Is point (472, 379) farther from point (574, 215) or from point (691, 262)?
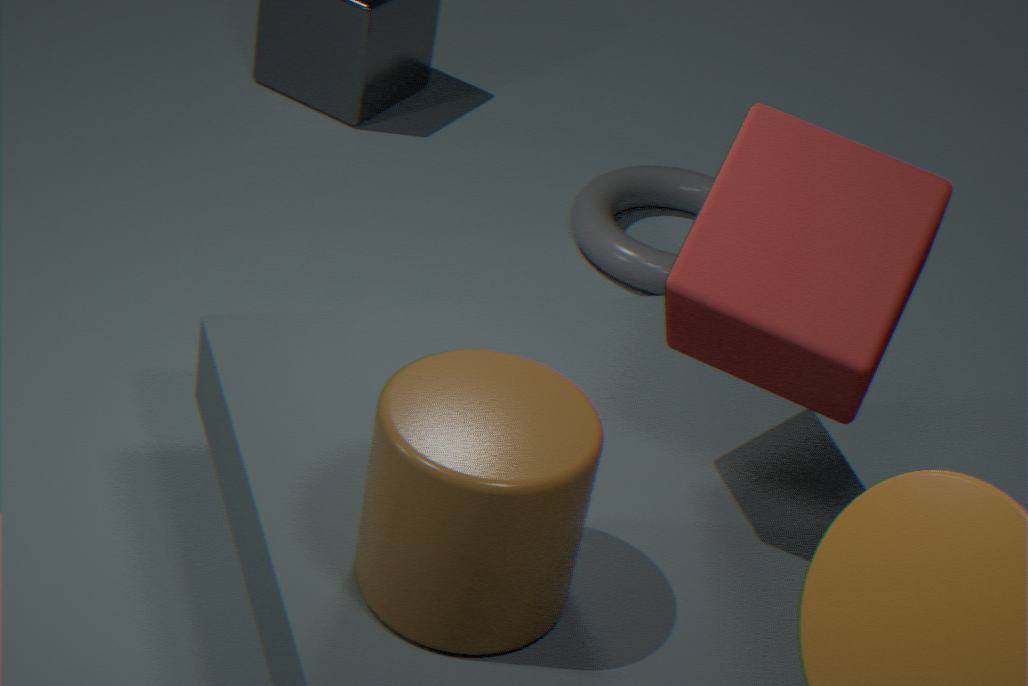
point (574, 215)
